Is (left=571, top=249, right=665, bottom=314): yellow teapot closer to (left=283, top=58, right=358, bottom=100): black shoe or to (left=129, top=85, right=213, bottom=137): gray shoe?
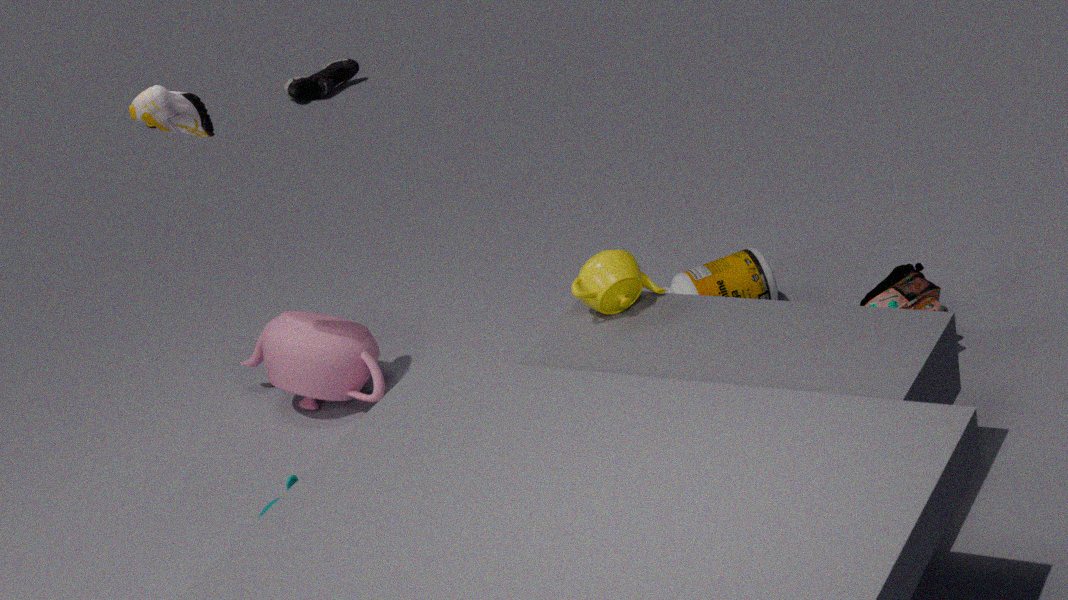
(left=129, top=85, right=213, bottom=137): gray shoe
